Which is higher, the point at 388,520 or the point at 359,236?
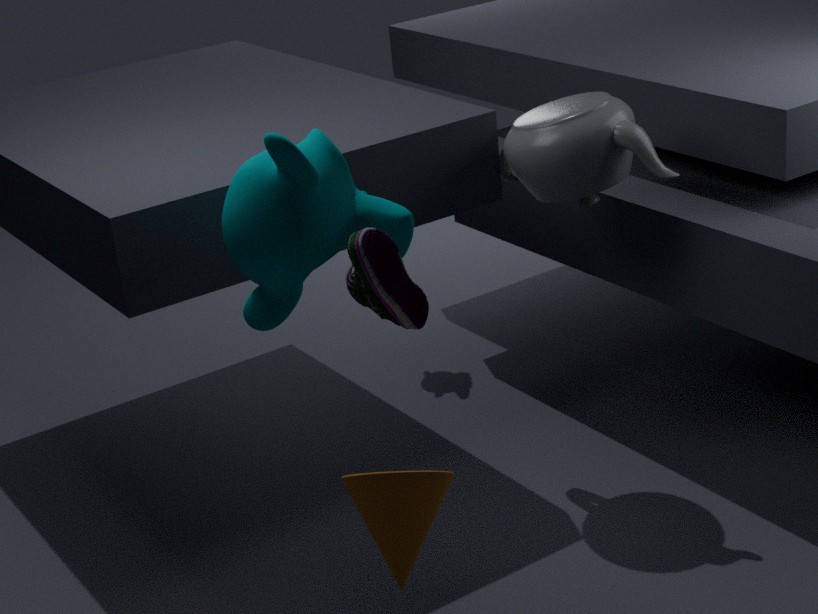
the point at 359,236
